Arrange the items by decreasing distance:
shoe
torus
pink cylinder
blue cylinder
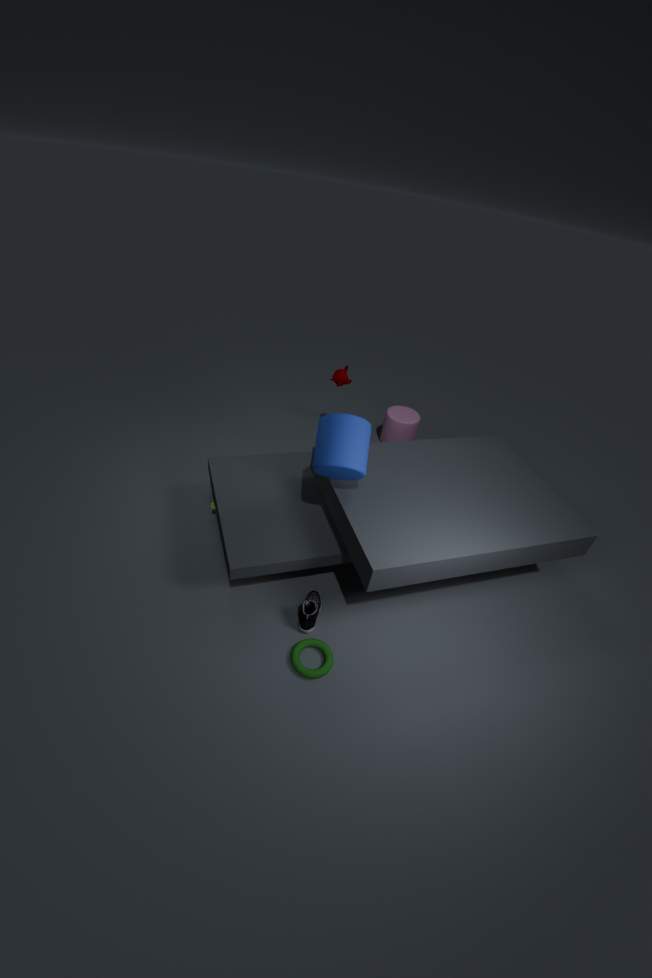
Result: pink cylinder → shoe → blue cylinder → torus
